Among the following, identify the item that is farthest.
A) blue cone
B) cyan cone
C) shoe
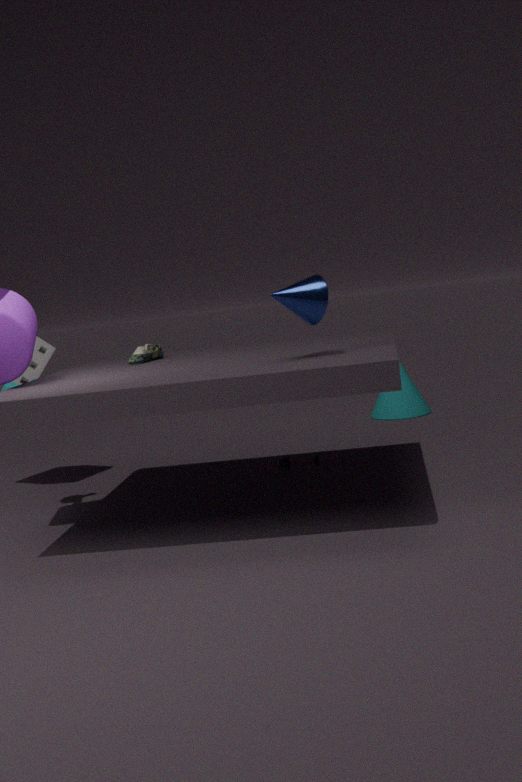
cyan cone
